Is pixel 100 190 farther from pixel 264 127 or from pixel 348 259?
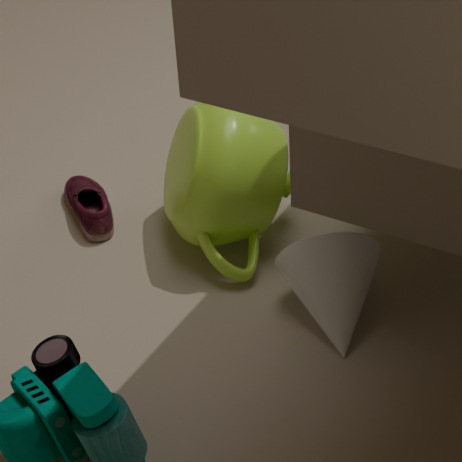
pixel 348 259
